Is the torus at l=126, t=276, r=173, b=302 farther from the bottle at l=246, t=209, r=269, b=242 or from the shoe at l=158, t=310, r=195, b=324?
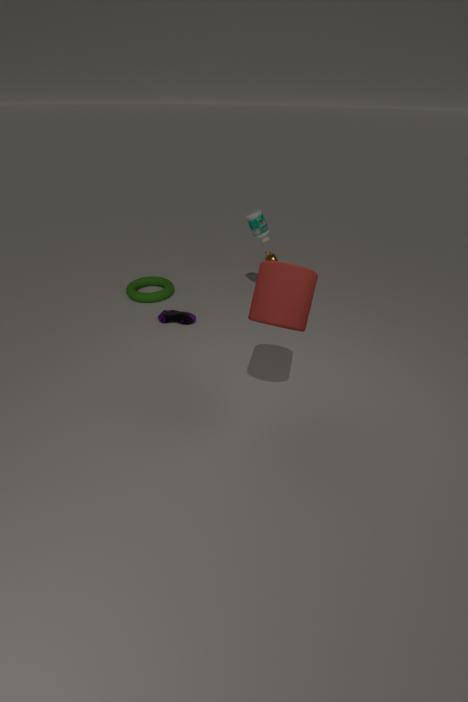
the bottle at l=246, t=209, r=269, b=242
